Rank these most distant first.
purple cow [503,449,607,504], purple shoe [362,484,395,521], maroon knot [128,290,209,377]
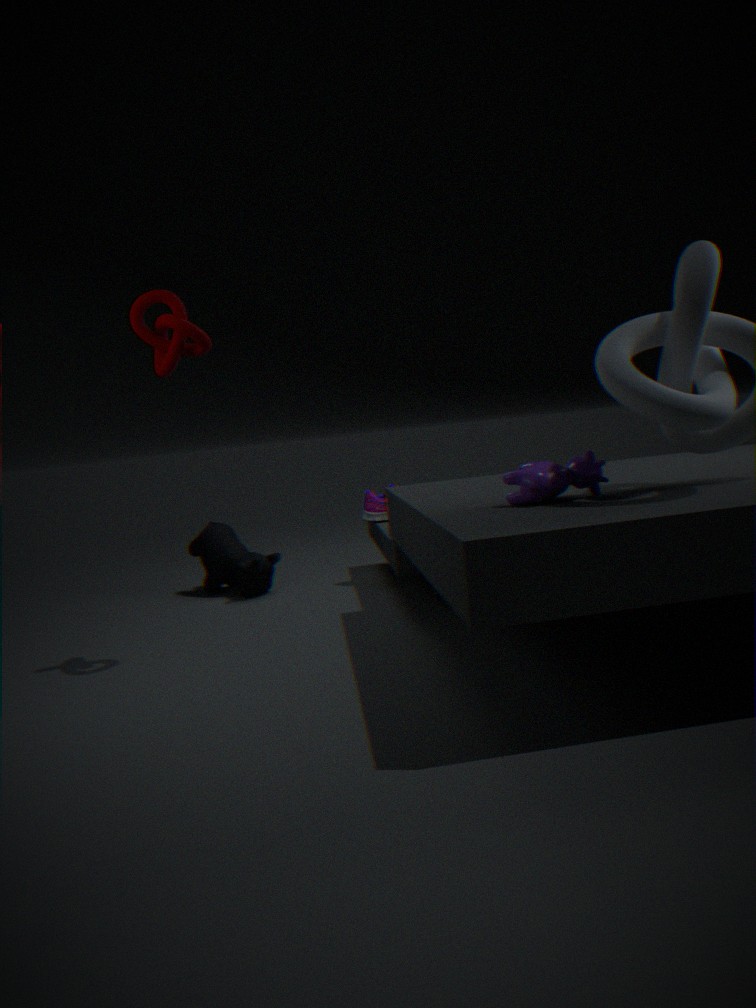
1. purple shoe [362,484,395,521]
2. maroon knot [128,290,209,377]
3. purple cow [503,449,607,504]
